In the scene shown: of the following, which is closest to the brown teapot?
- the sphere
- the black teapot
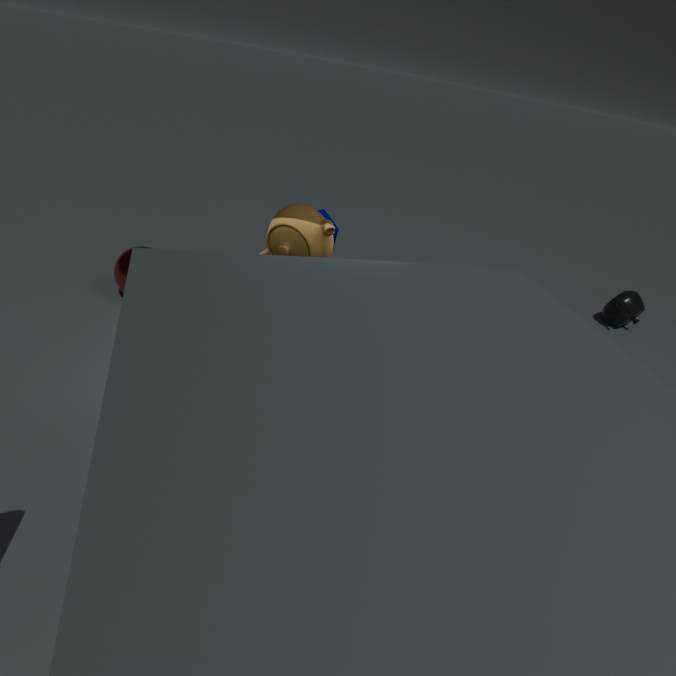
the sphere
